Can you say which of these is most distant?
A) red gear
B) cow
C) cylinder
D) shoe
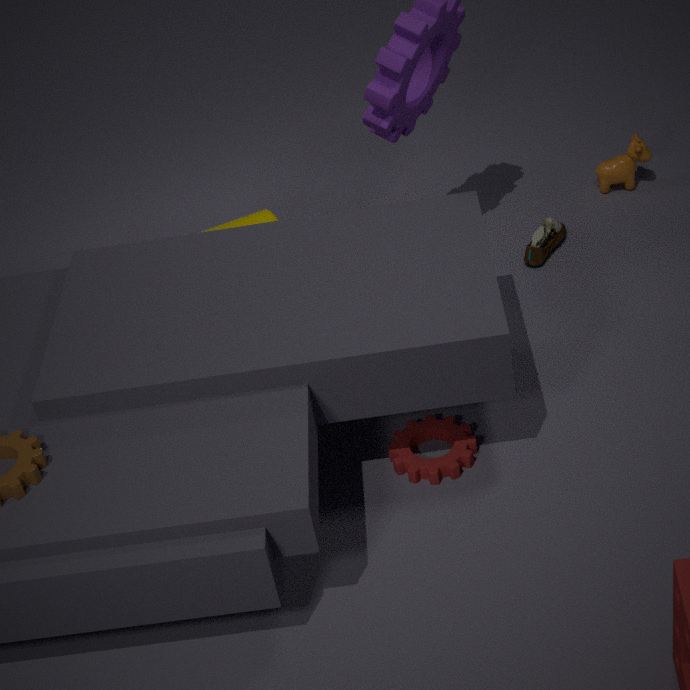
B. cow
